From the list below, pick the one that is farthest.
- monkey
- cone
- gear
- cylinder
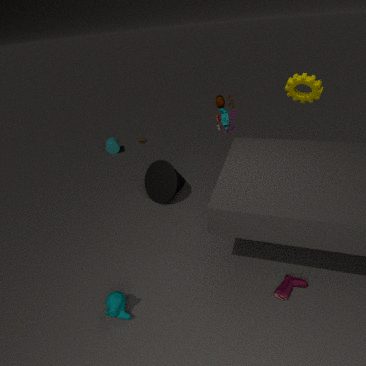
cylinder
